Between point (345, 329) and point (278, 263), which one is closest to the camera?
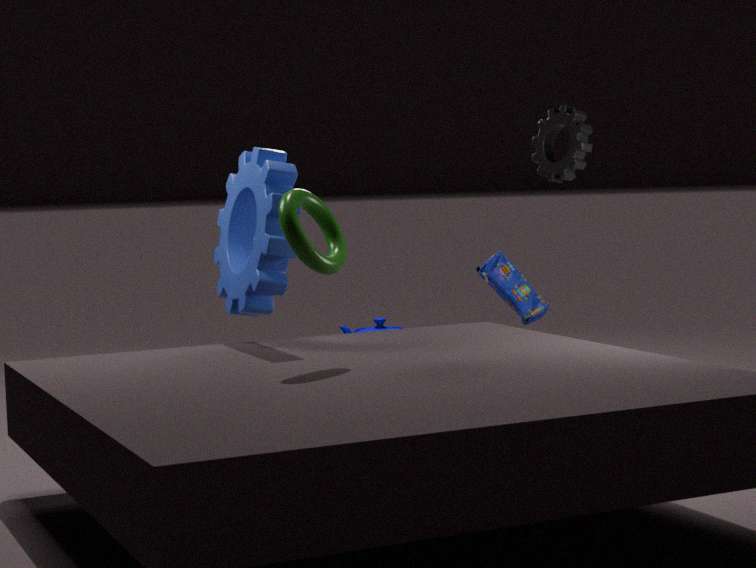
point (278, 263)
